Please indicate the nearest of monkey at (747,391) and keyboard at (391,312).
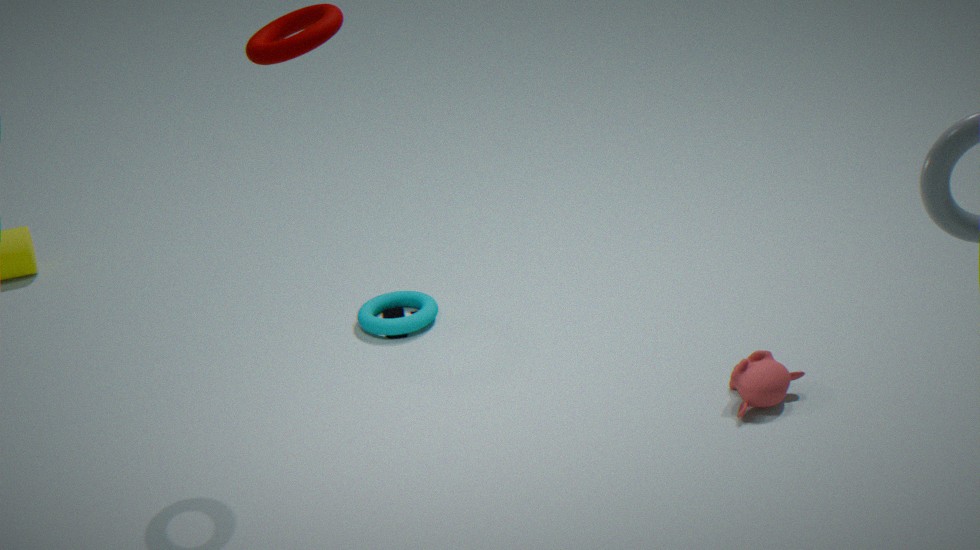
monkey at (747,391)
